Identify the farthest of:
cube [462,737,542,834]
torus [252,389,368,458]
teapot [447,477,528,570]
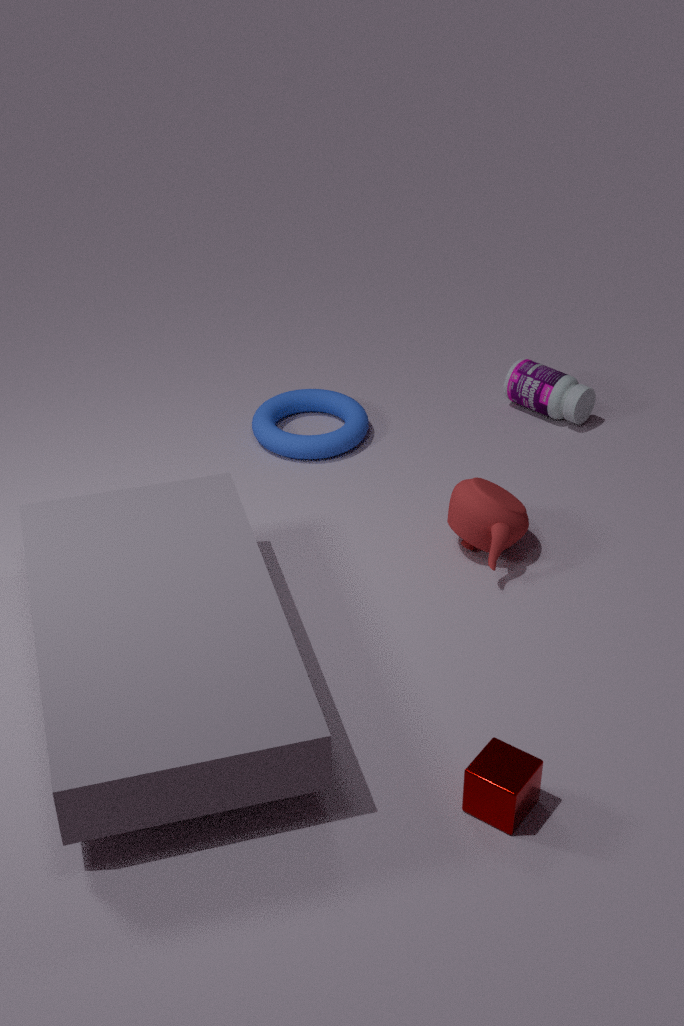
torus [252,389,368,458]
